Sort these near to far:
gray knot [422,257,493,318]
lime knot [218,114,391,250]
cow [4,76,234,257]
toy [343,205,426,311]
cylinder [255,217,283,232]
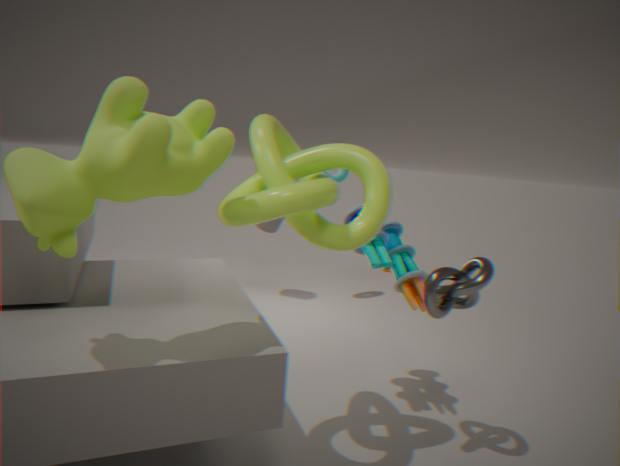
cow [4,76,234,257], lime knot [218,114,391,250], gray knot [422,257,493,318], toy [343,205,426,311], cylinder [255,217,283,232]
